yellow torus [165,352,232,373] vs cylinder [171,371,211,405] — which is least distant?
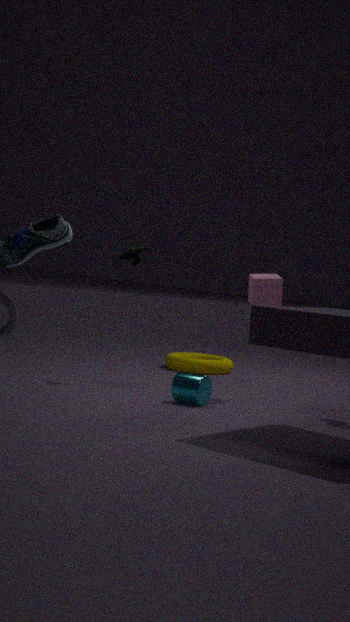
cylinder [171,371,211,405]
